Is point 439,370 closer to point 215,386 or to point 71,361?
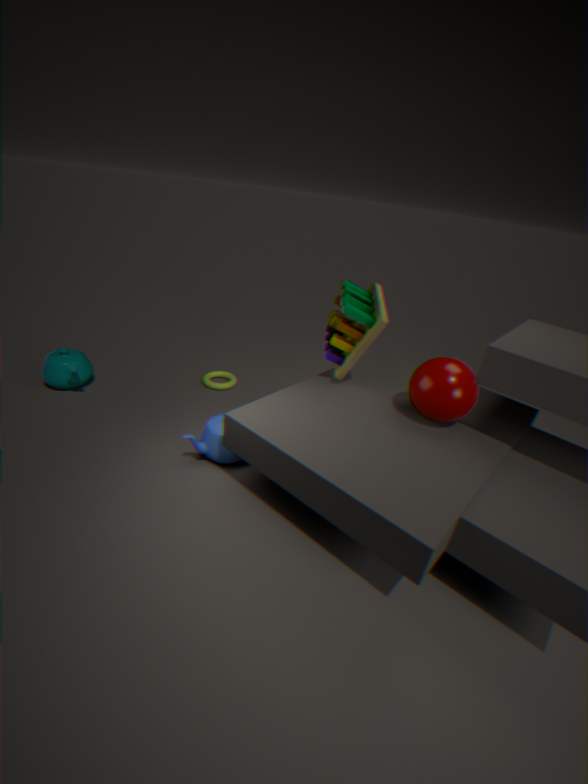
point 215,386
